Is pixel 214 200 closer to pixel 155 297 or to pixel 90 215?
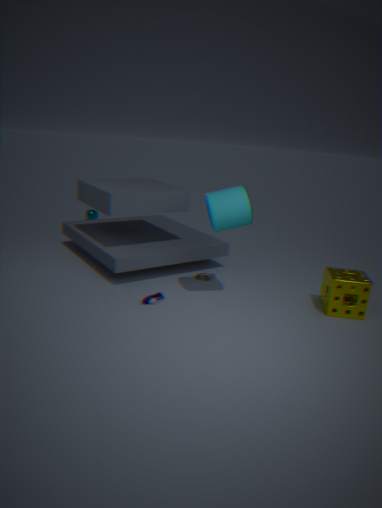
pixel 155 297
